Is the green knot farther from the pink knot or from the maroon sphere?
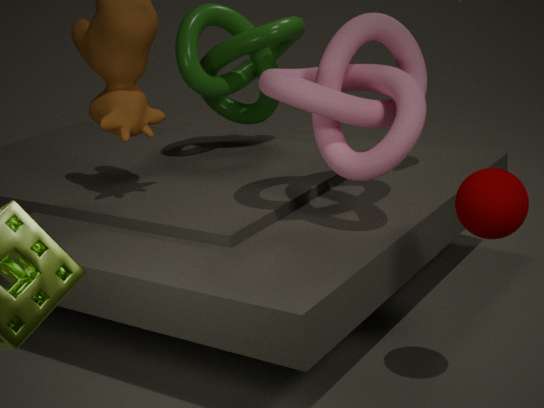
the maroon sphere
